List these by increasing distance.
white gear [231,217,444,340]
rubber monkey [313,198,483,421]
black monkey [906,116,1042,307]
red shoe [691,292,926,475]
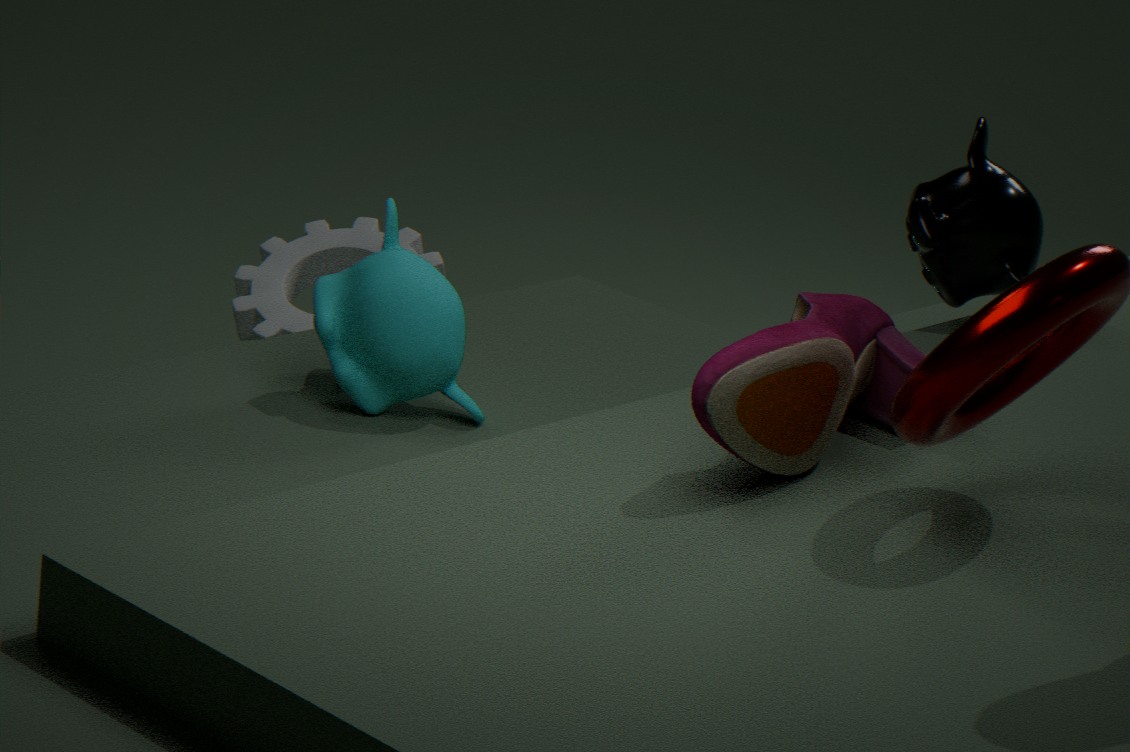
1. red shoe [691,292,926,475]
2. rubber monkey [313,198,483,421]
3. black monkey [906,116,1042,307]
4. white gear [231,217,444,340]
